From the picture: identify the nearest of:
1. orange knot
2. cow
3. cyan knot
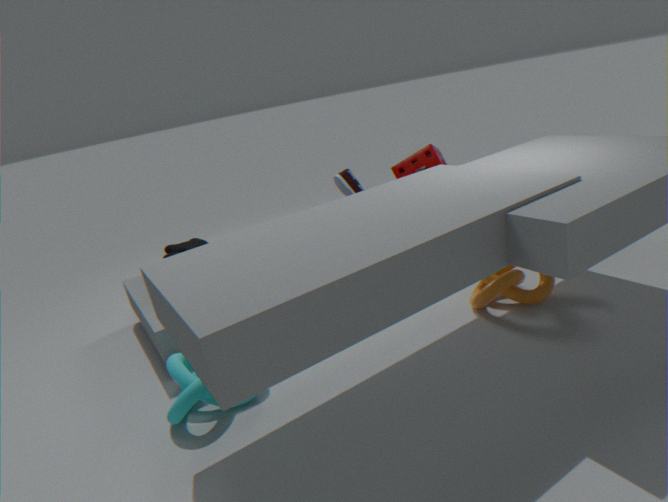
cyan knot
